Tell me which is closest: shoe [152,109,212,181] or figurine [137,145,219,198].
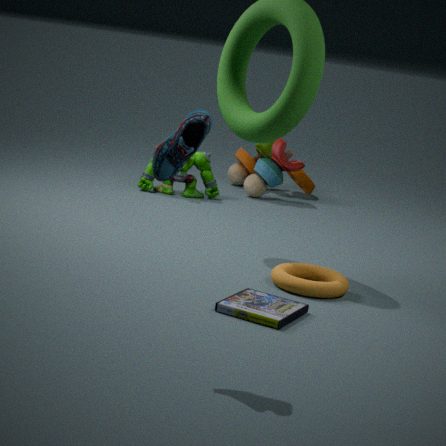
shoe [152,109,212,181]
